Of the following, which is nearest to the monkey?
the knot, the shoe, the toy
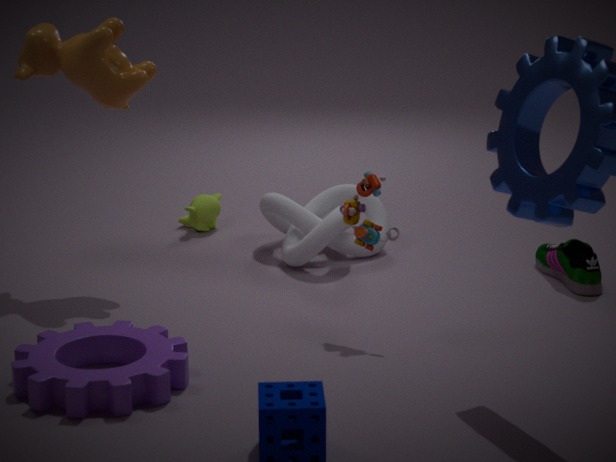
the knot
